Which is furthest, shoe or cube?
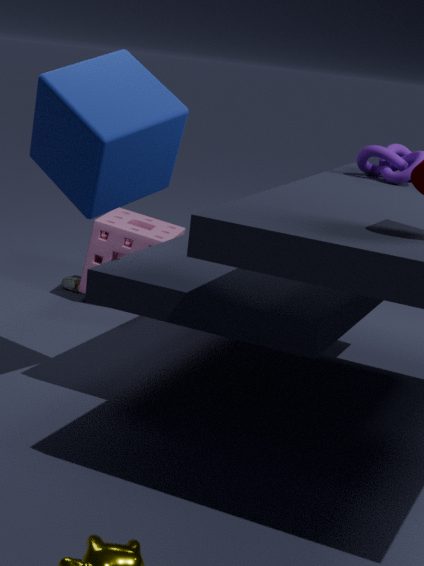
shoe
